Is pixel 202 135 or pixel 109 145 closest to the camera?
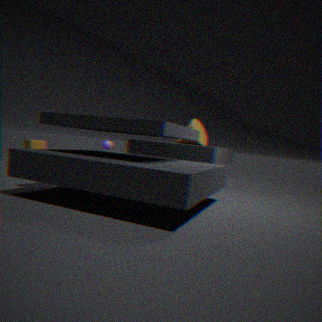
pixel 202 135
